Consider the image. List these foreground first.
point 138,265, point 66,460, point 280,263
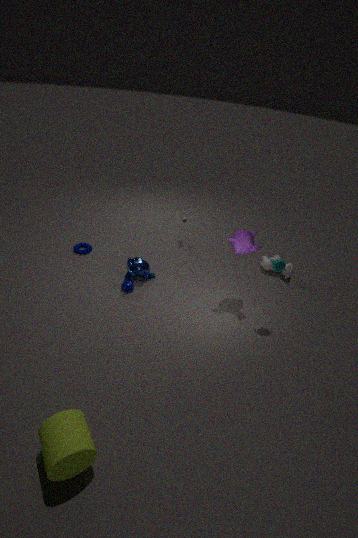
point 66,460
point 280,263
point 138,265
